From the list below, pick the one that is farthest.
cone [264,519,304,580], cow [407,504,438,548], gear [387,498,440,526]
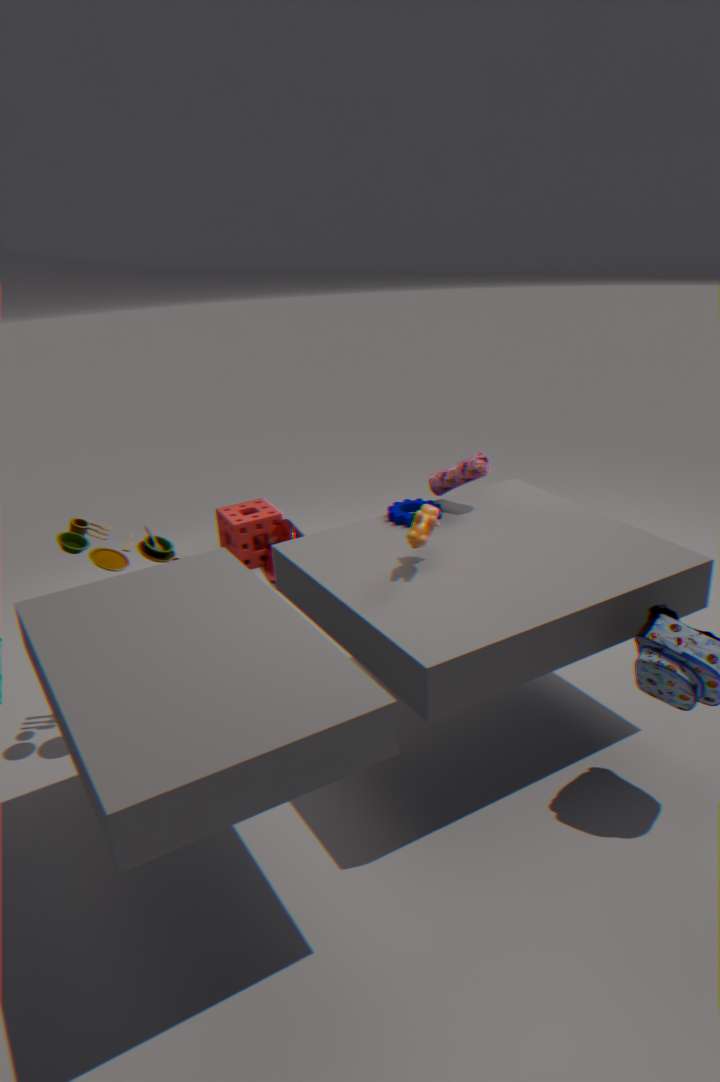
cone [264,519,304,580]
